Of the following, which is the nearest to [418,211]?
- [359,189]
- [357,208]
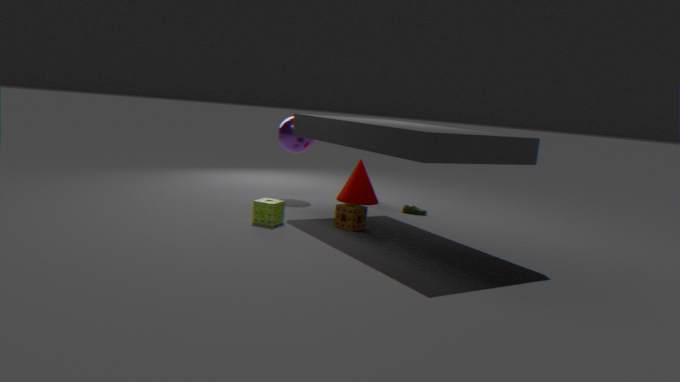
[359,189]
